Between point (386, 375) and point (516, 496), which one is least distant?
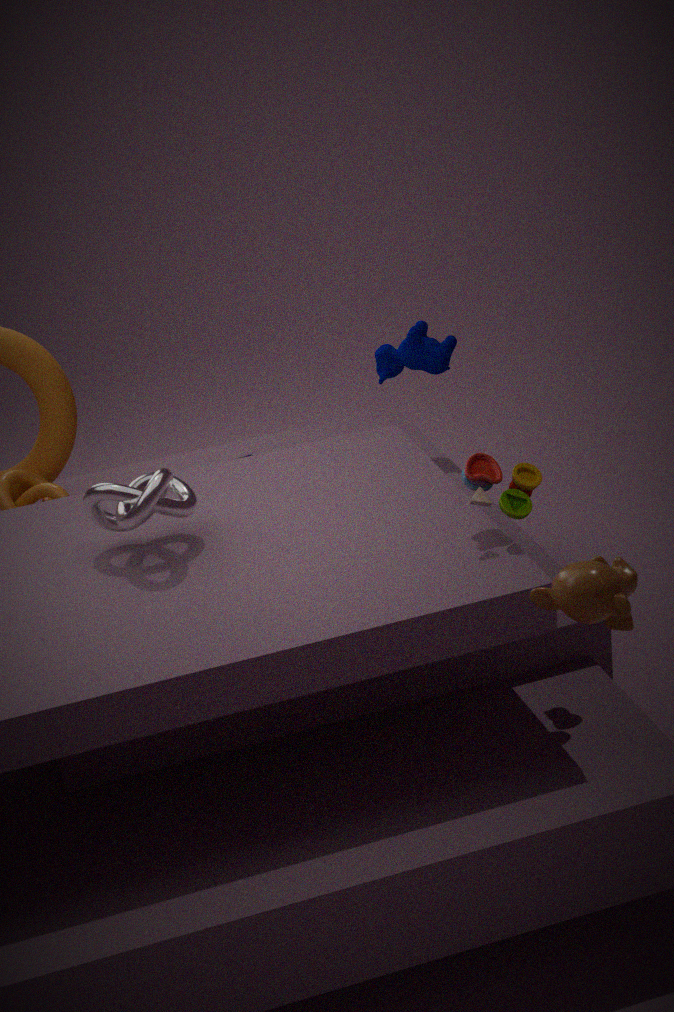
point (516, 496)
